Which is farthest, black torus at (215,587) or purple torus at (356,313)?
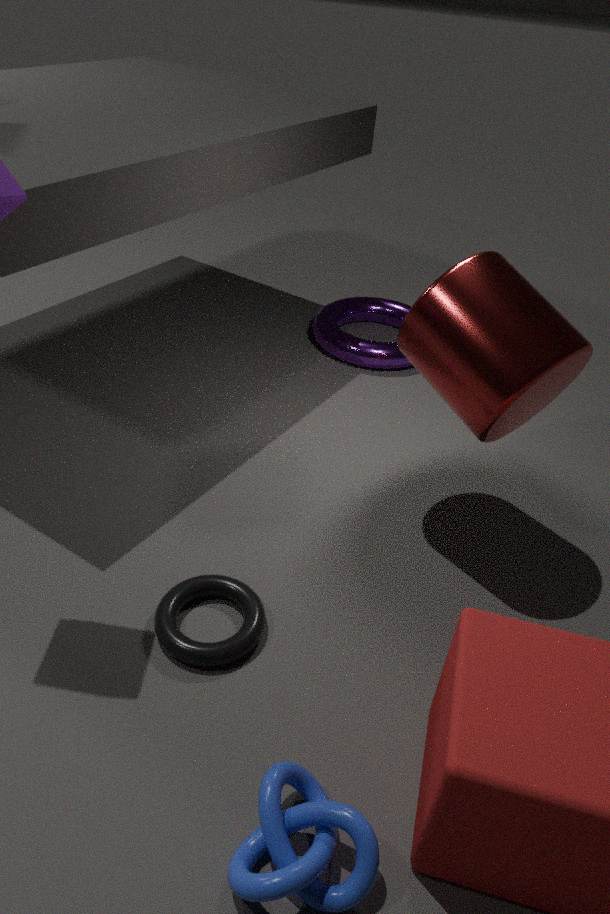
purple torus at (356,313)
